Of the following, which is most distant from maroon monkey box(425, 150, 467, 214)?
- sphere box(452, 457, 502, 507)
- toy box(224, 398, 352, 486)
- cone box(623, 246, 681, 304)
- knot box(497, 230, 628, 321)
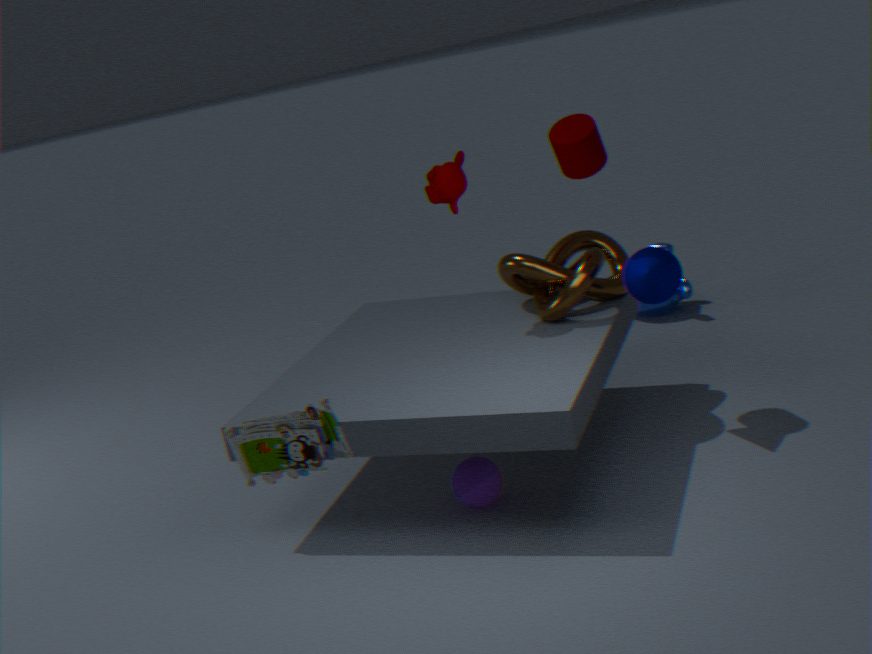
toy box(224, 398, 352, 486)
